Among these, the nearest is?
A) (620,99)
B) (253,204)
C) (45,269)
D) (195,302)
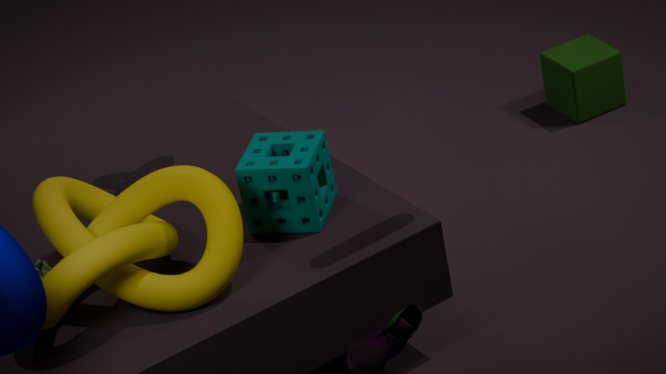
(195,302)
